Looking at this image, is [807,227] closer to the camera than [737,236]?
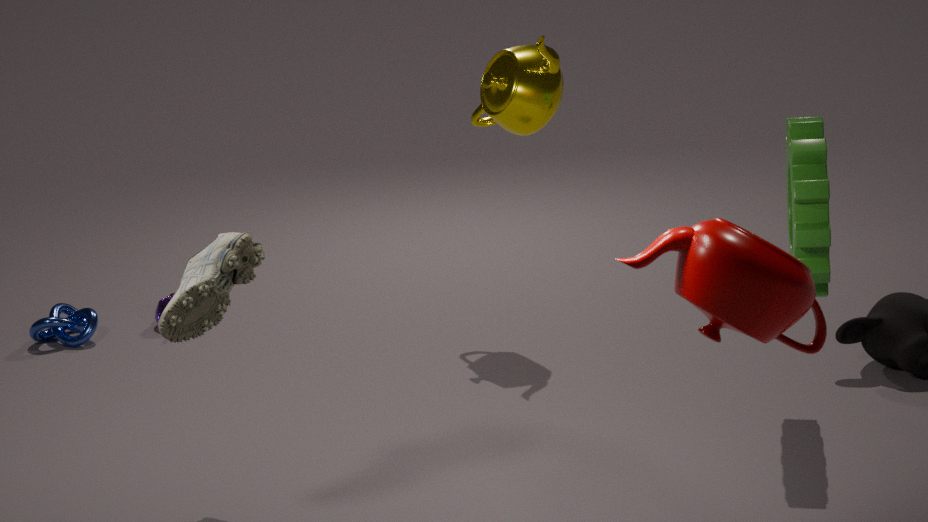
No
